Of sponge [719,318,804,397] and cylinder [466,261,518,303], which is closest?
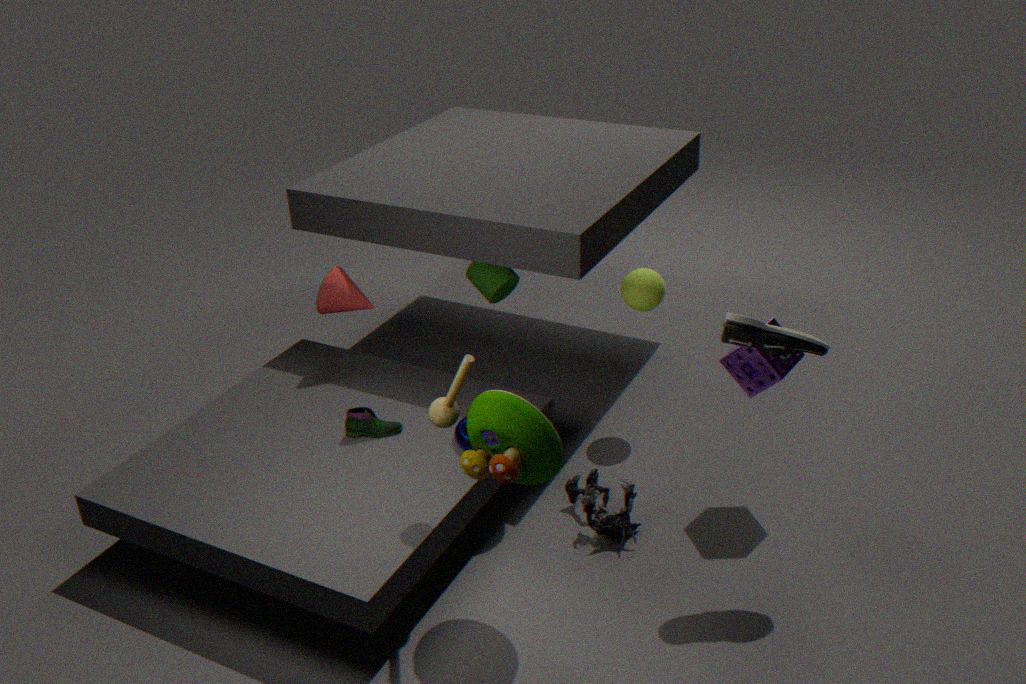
sponge [719,318,804,397]
